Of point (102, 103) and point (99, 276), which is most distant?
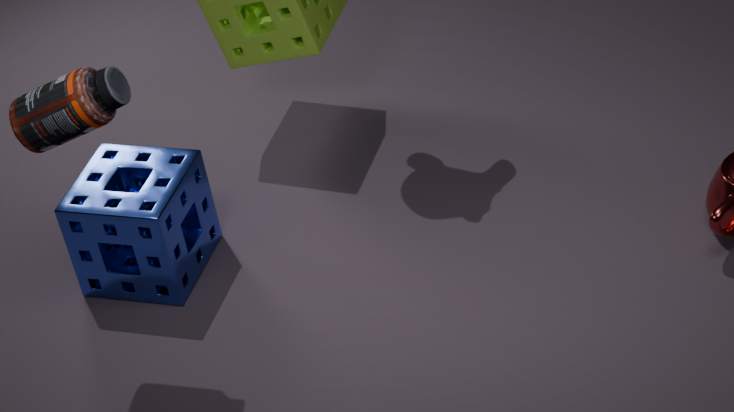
point (99, 276)
